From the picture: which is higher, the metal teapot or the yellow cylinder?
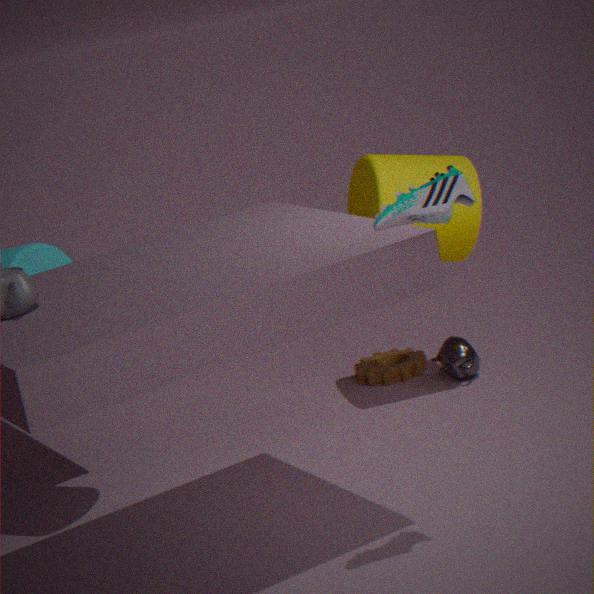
the yellow cylinder
